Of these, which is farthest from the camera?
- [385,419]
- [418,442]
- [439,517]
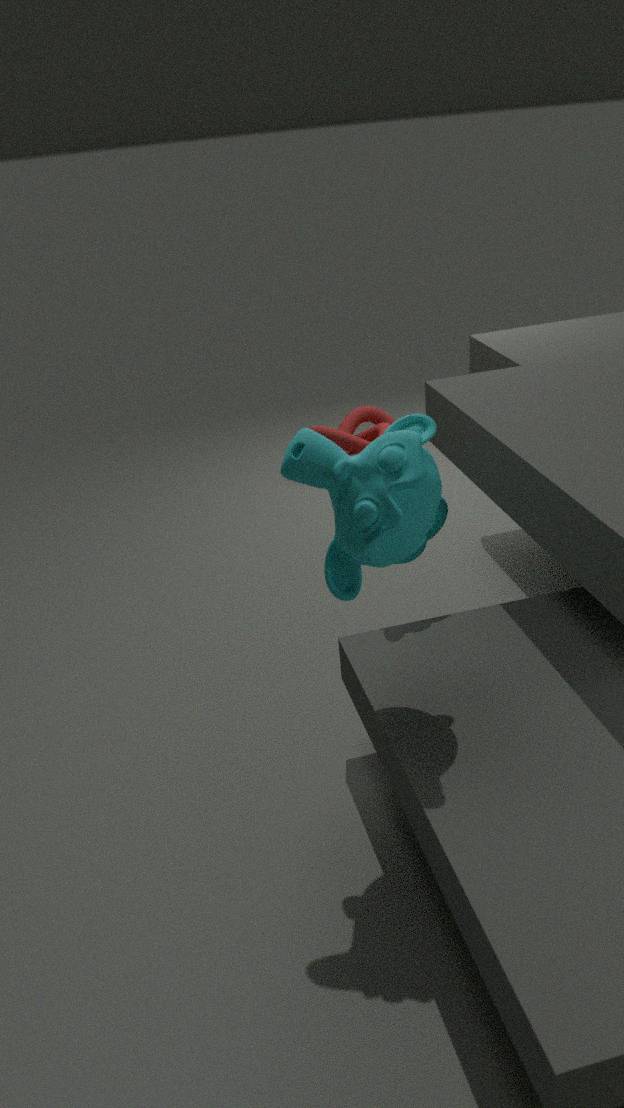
[385,419]
